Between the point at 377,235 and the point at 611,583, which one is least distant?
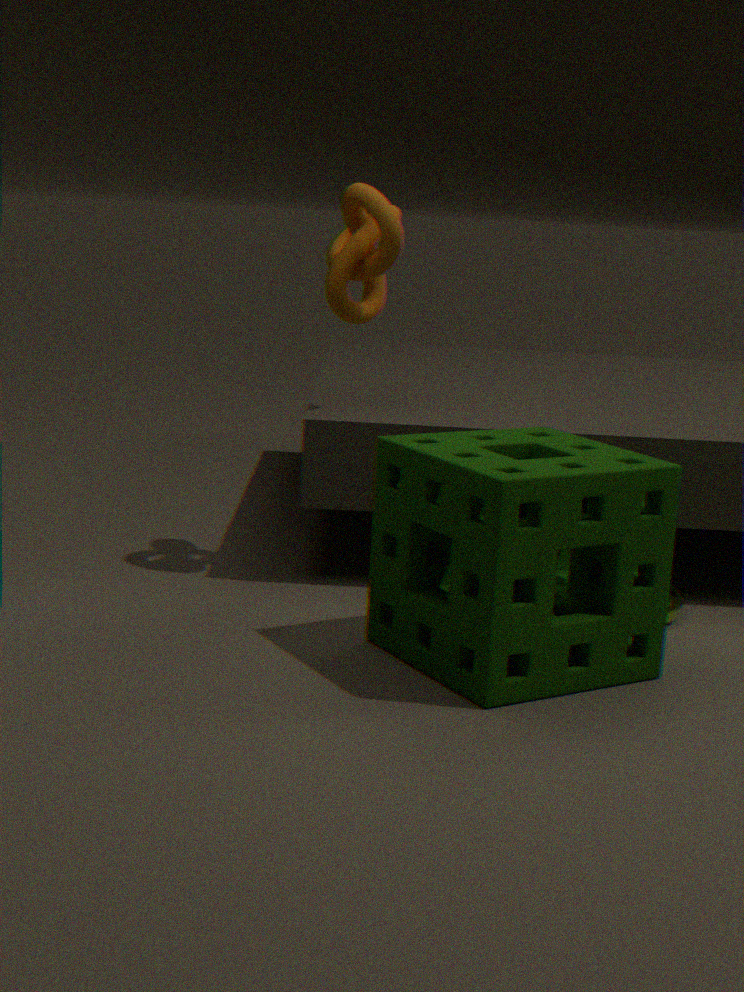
the point at 611,583
